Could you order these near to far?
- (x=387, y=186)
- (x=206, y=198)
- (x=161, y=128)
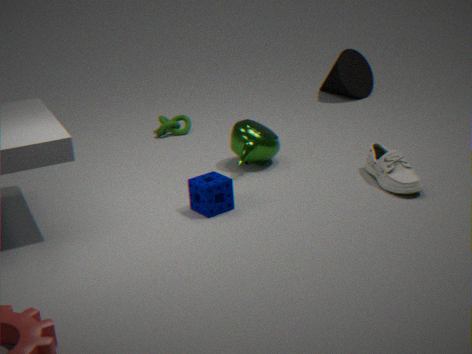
(x=206, y=198)
(x=387, y=186)
(x=161, y=128)
